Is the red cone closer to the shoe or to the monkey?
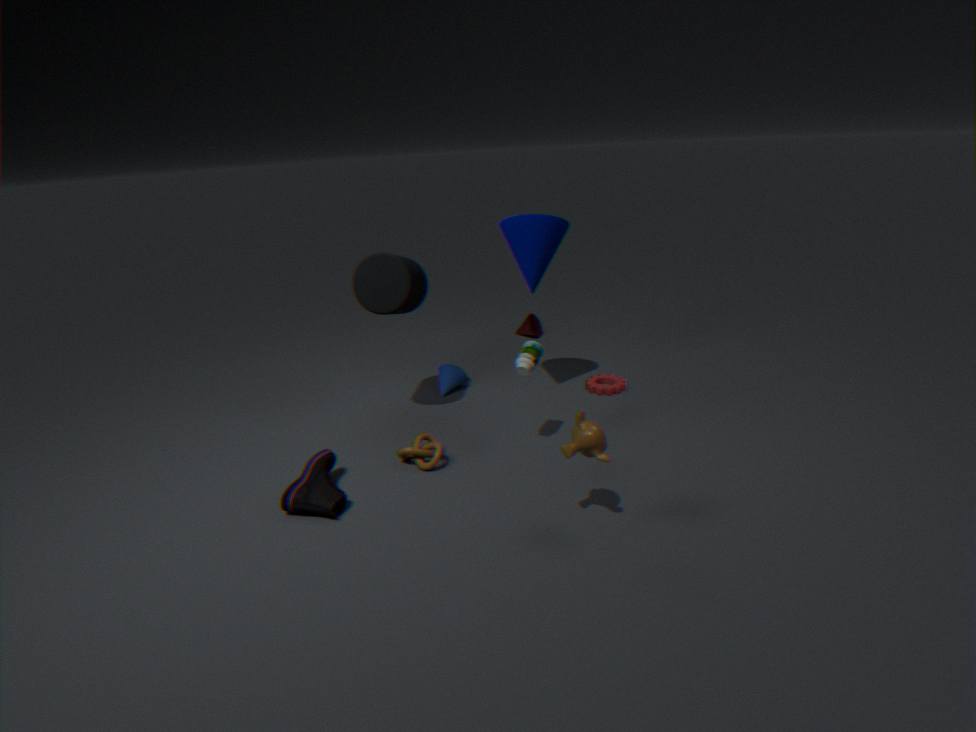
the shoe
